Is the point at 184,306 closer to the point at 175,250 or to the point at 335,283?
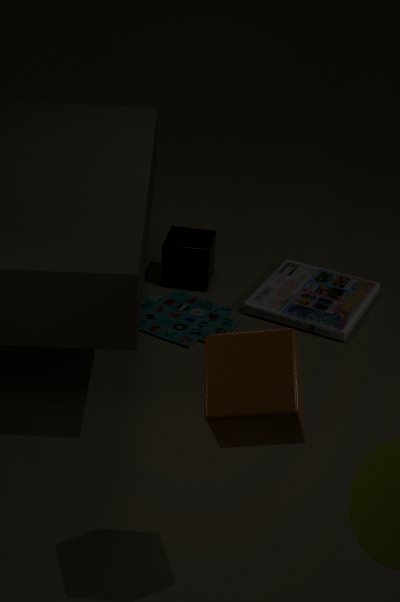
the point at 175,250
